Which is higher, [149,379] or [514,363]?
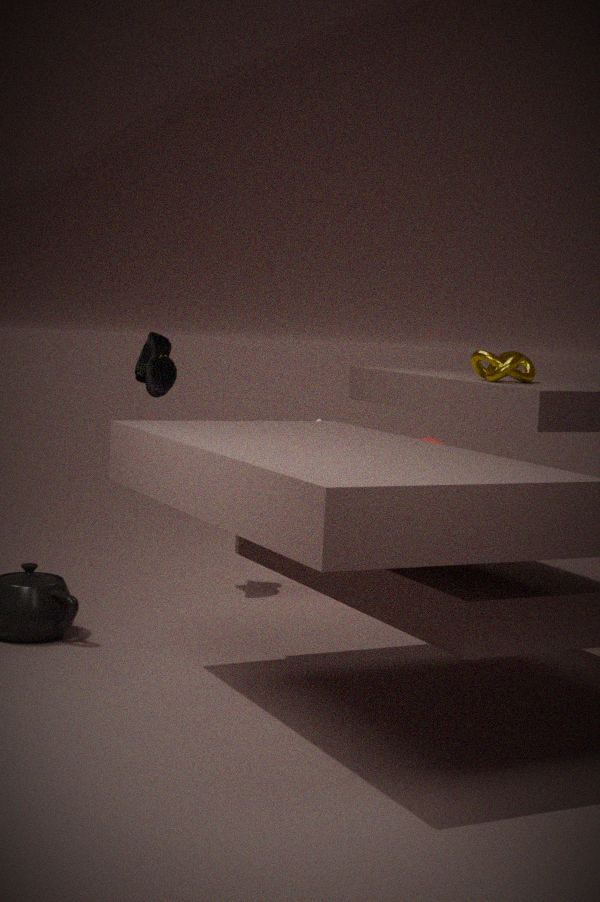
[514,363]
